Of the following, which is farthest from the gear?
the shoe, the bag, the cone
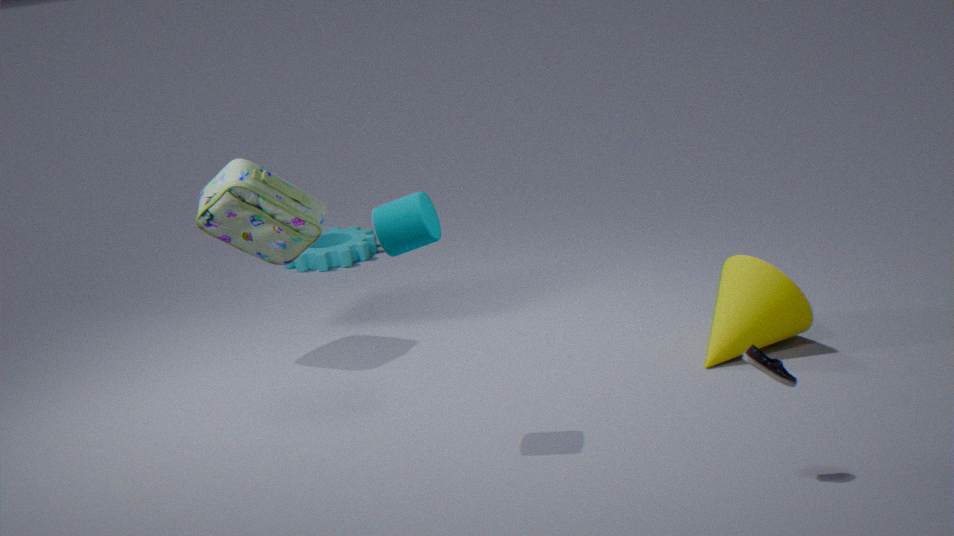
the shoe
